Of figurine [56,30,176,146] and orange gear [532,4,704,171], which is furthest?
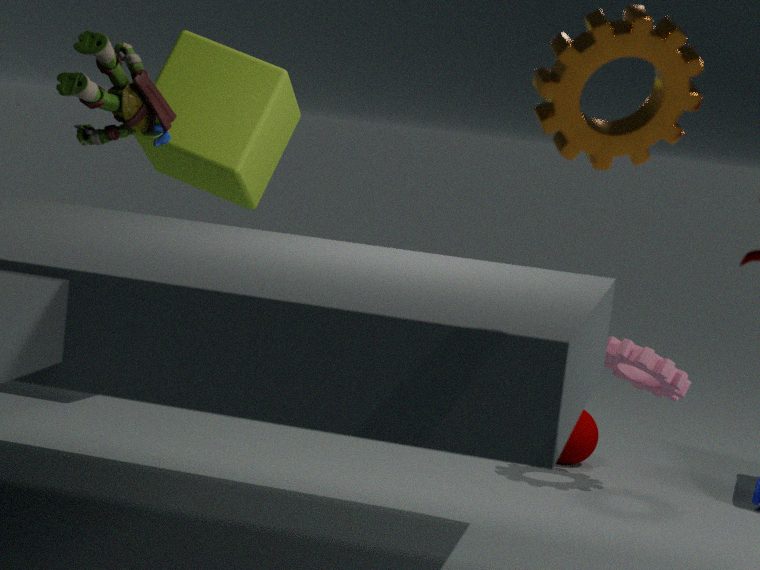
figurine [56,30,176,146]
